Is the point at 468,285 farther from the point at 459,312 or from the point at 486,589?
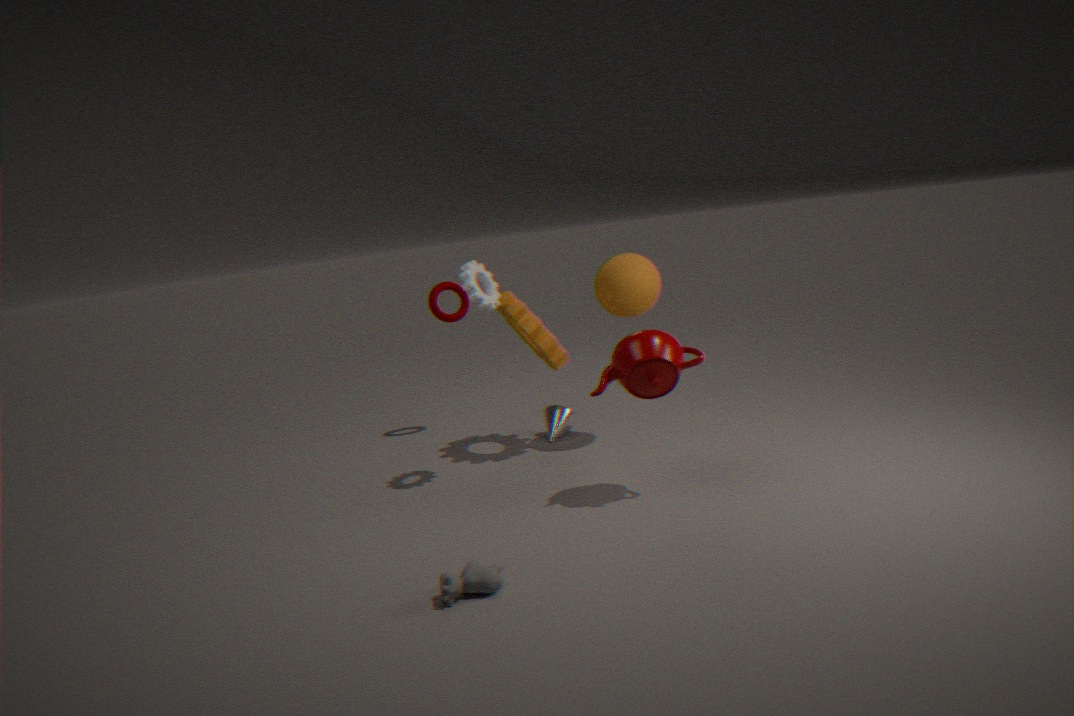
the point at 486,589
